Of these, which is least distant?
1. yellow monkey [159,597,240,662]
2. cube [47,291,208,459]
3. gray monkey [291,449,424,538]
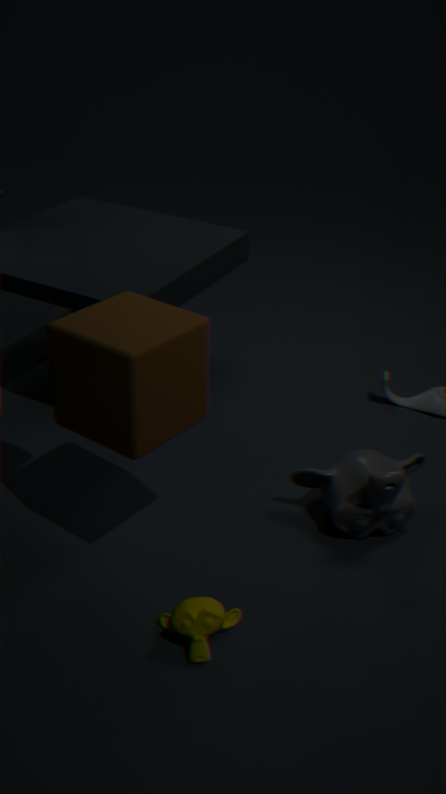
cube [47,291,208,459]
